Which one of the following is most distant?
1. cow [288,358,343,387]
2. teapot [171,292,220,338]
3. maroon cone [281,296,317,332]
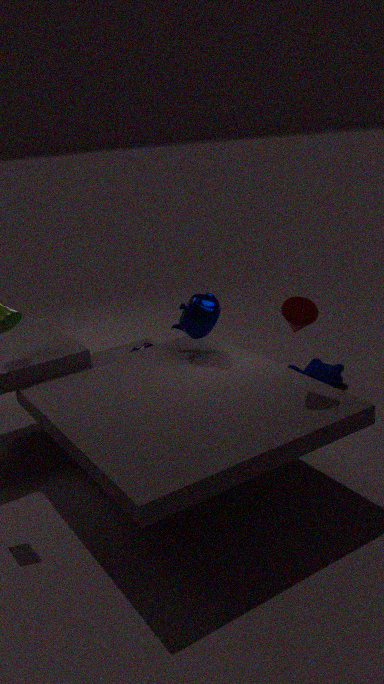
cow [288,358,343,387]
